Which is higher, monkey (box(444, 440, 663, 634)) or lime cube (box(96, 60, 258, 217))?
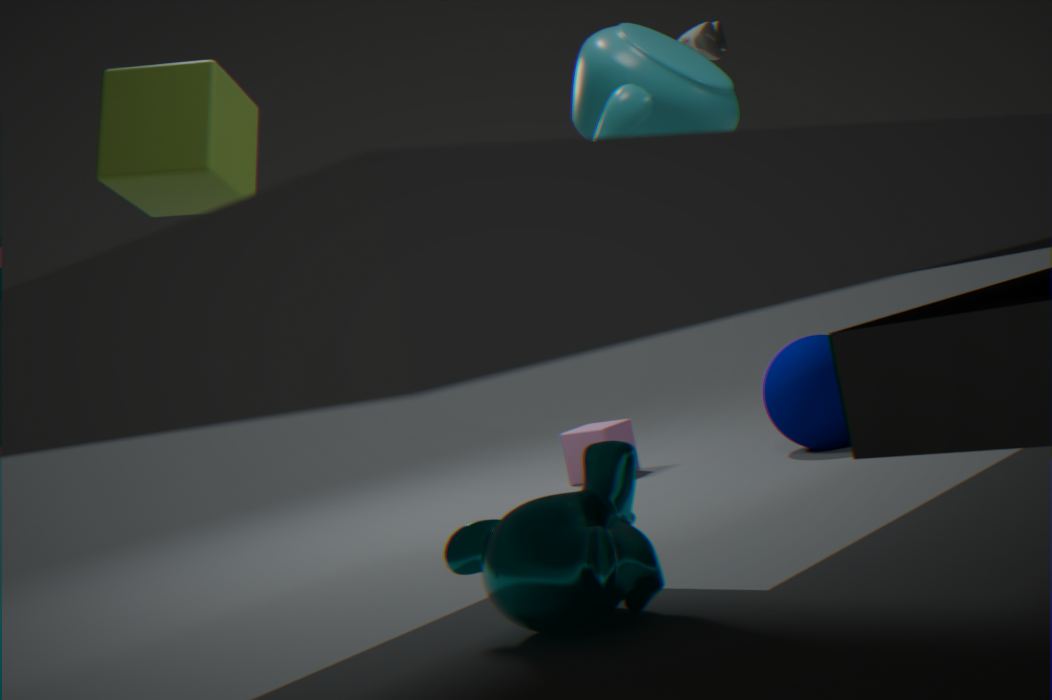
lime cube (box(96, 60, 258, 217))
